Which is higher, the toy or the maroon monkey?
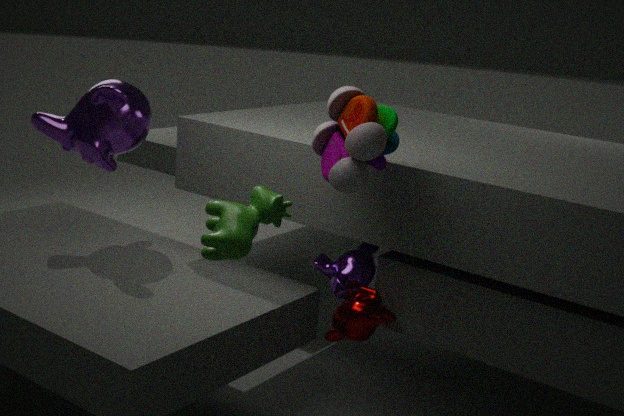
the toy
